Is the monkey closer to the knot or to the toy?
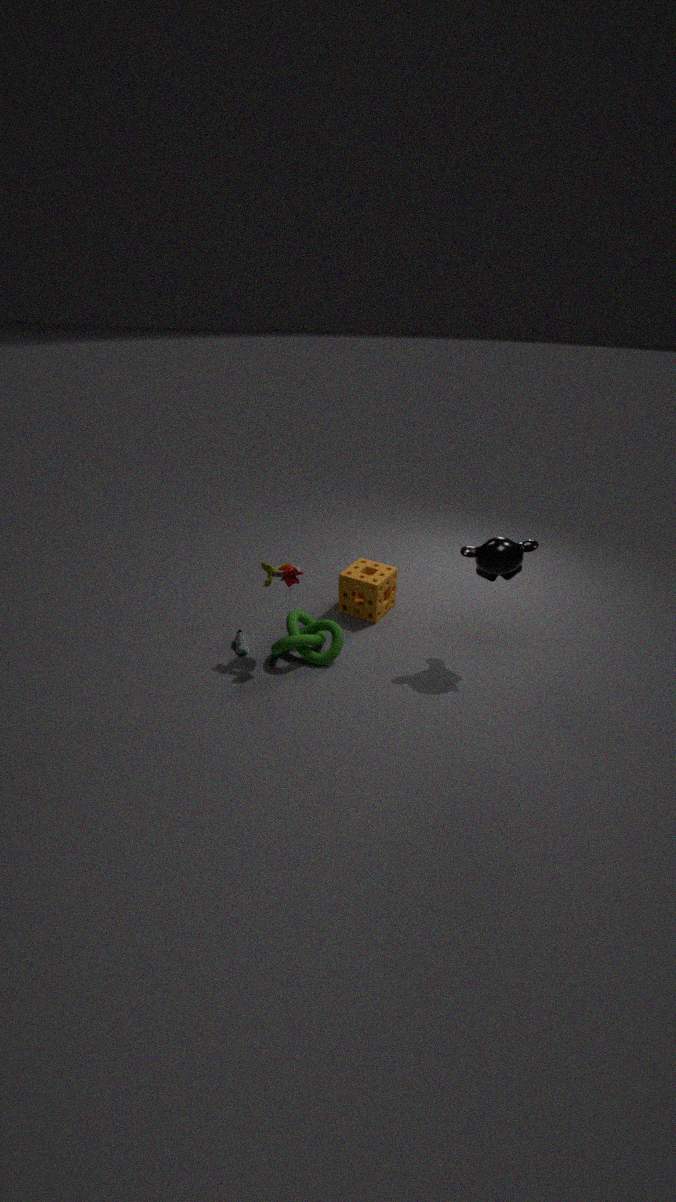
the knot
